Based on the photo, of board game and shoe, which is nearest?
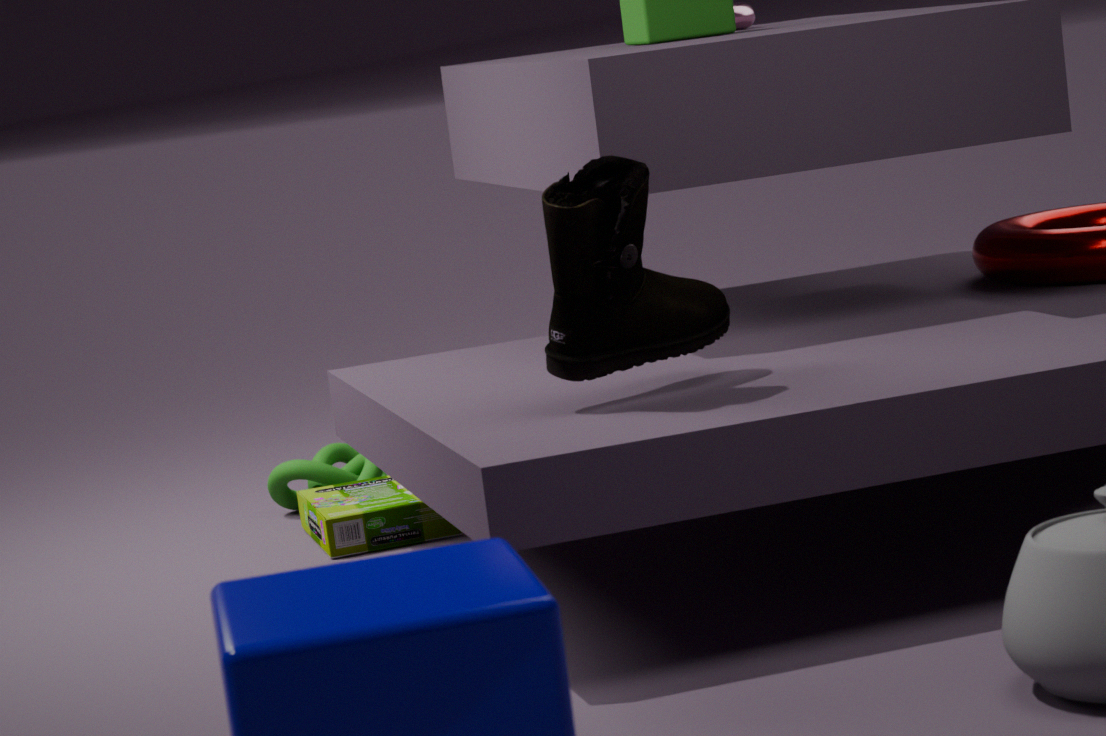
shoe
